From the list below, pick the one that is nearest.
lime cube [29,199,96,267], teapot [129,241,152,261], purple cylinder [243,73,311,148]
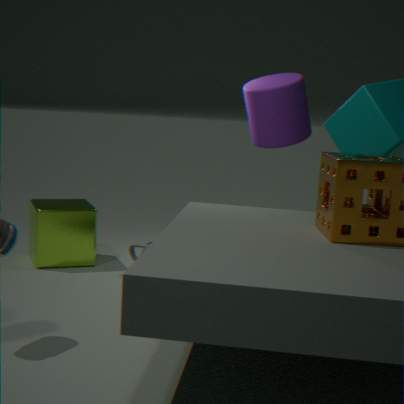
purple cylinder [243,73,311,148]
